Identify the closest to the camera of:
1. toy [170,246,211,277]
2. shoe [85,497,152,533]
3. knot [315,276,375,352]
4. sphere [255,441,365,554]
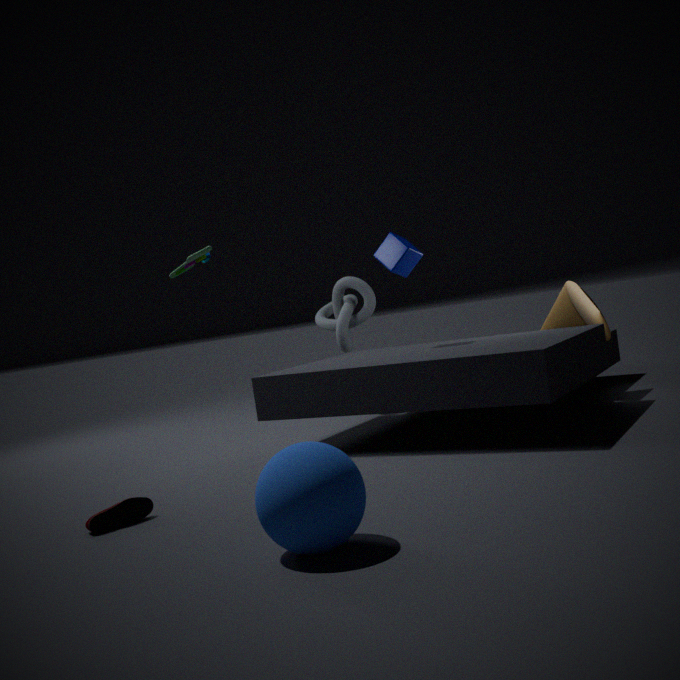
sphere [255,441,365,554]
